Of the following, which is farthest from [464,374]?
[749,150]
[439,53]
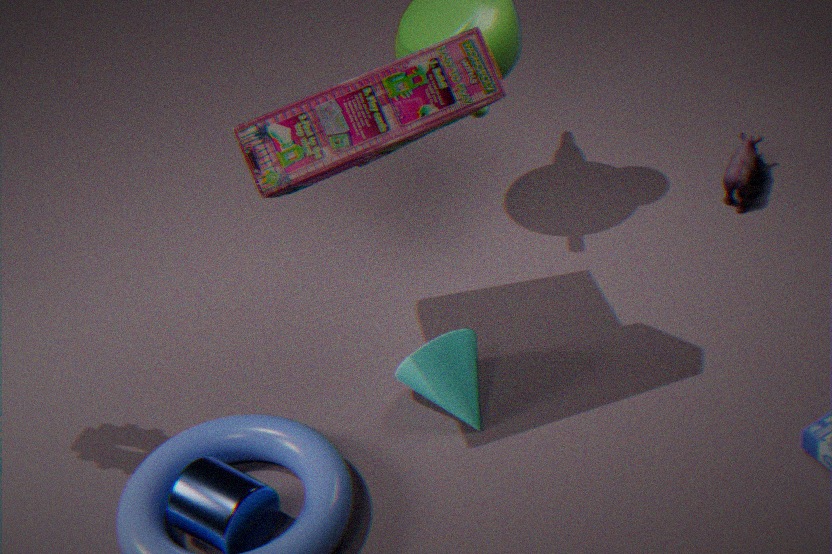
[749,150]
